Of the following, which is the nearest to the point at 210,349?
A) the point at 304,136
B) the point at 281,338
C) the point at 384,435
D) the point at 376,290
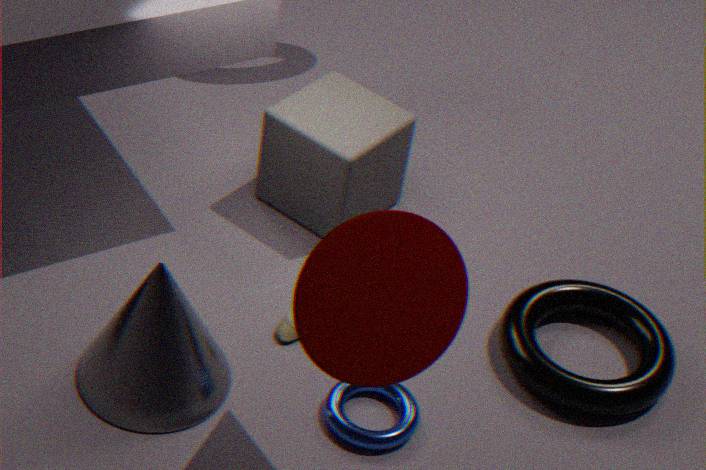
the point at 281,338
